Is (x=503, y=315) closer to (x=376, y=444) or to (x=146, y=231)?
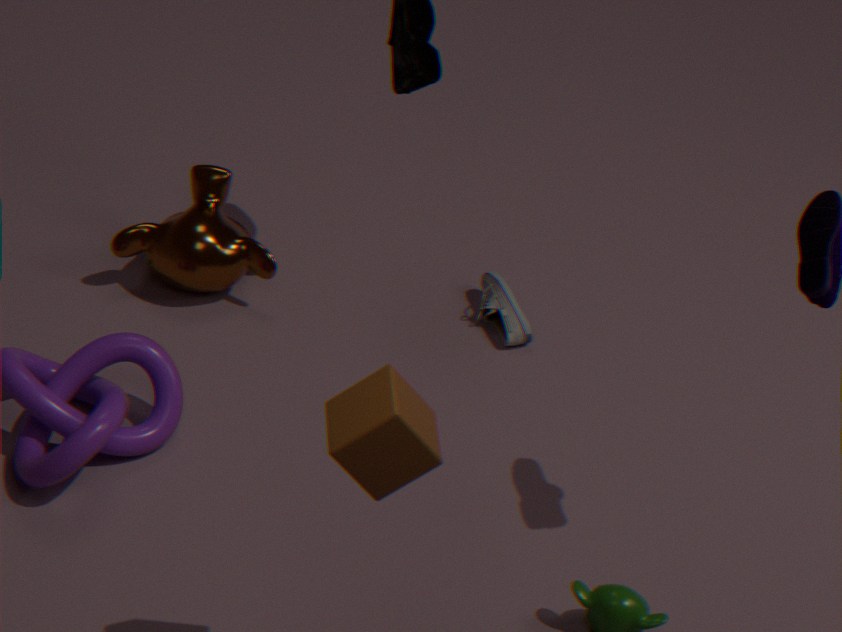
(x=146, y=231)
